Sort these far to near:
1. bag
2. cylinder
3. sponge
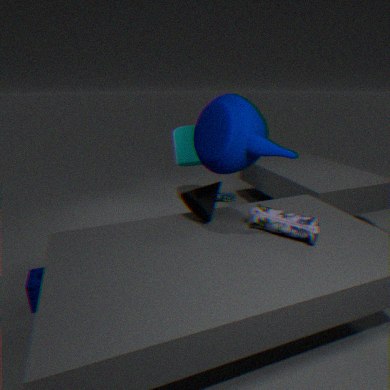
1. cylinder
2. sponge
3. bag
